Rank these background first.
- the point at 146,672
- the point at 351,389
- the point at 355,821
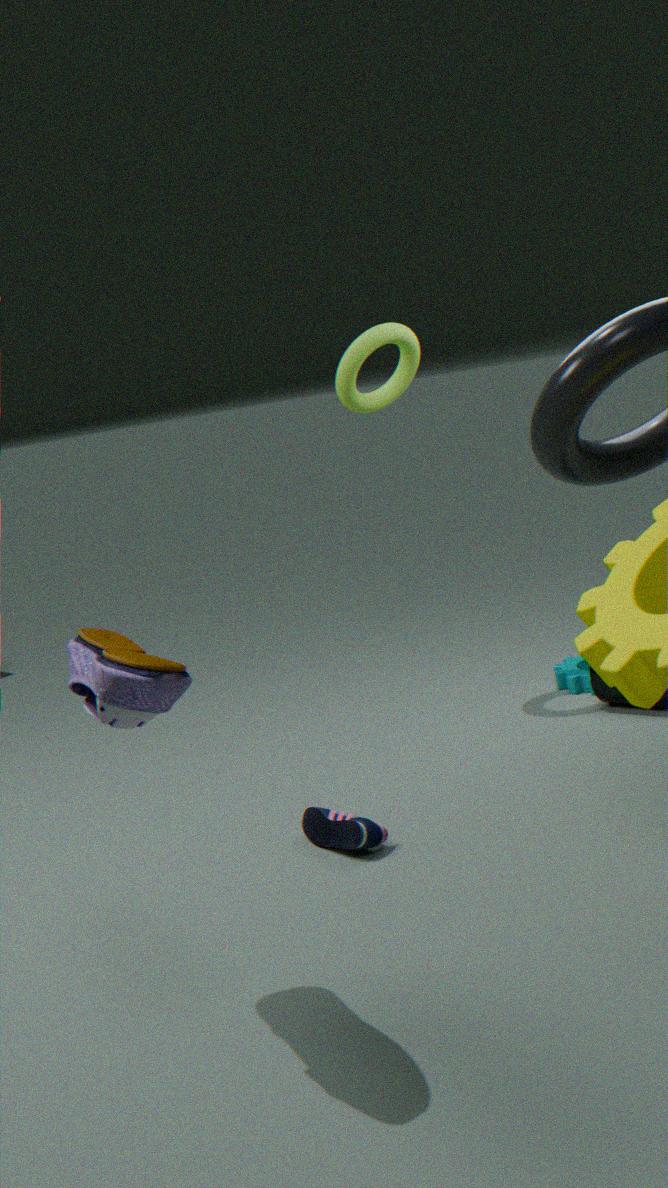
1. the point at 351,389
2. the point at 355,821
3. the point at 146,672
